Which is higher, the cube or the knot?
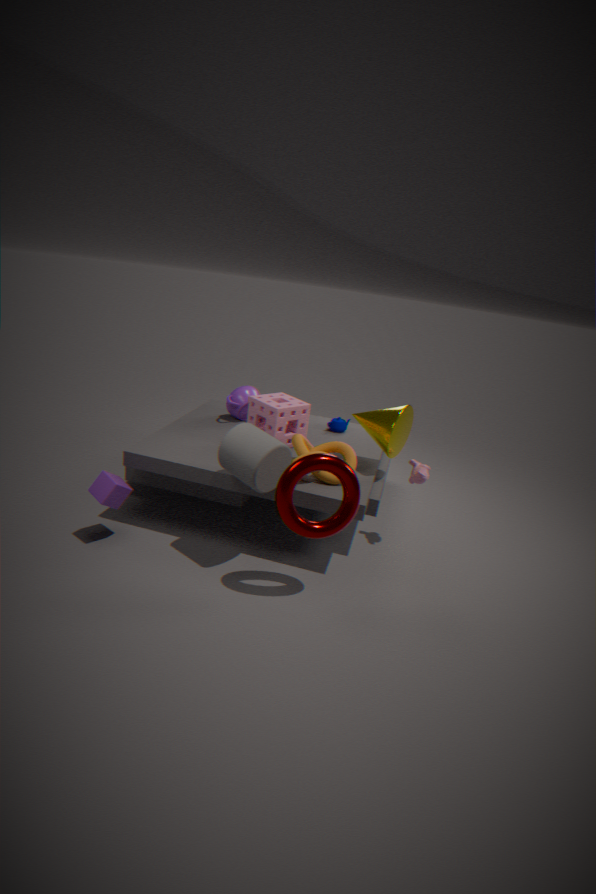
the knot
